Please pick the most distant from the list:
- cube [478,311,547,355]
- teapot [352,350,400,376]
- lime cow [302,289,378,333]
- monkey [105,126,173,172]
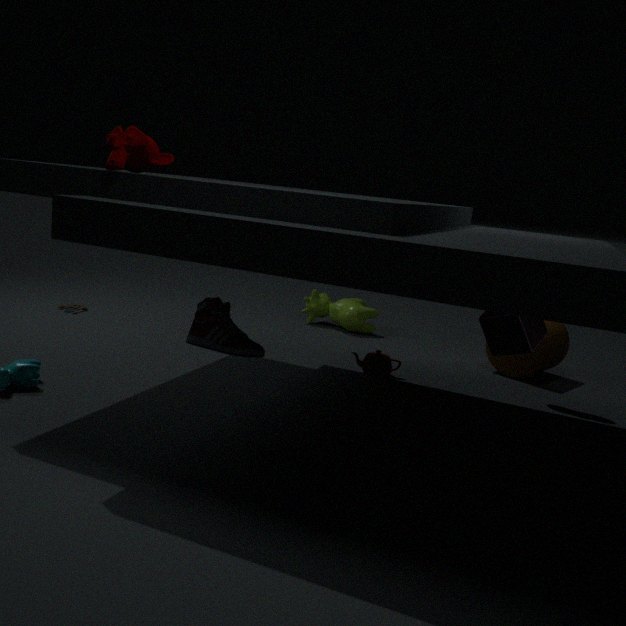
lime cow [302,289,378,333]
